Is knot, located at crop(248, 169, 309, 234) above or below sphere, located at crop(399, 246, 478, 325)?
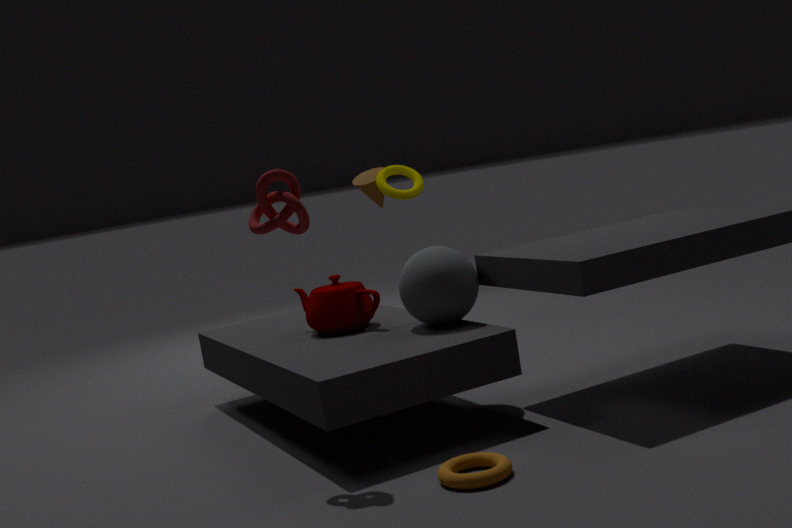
above
